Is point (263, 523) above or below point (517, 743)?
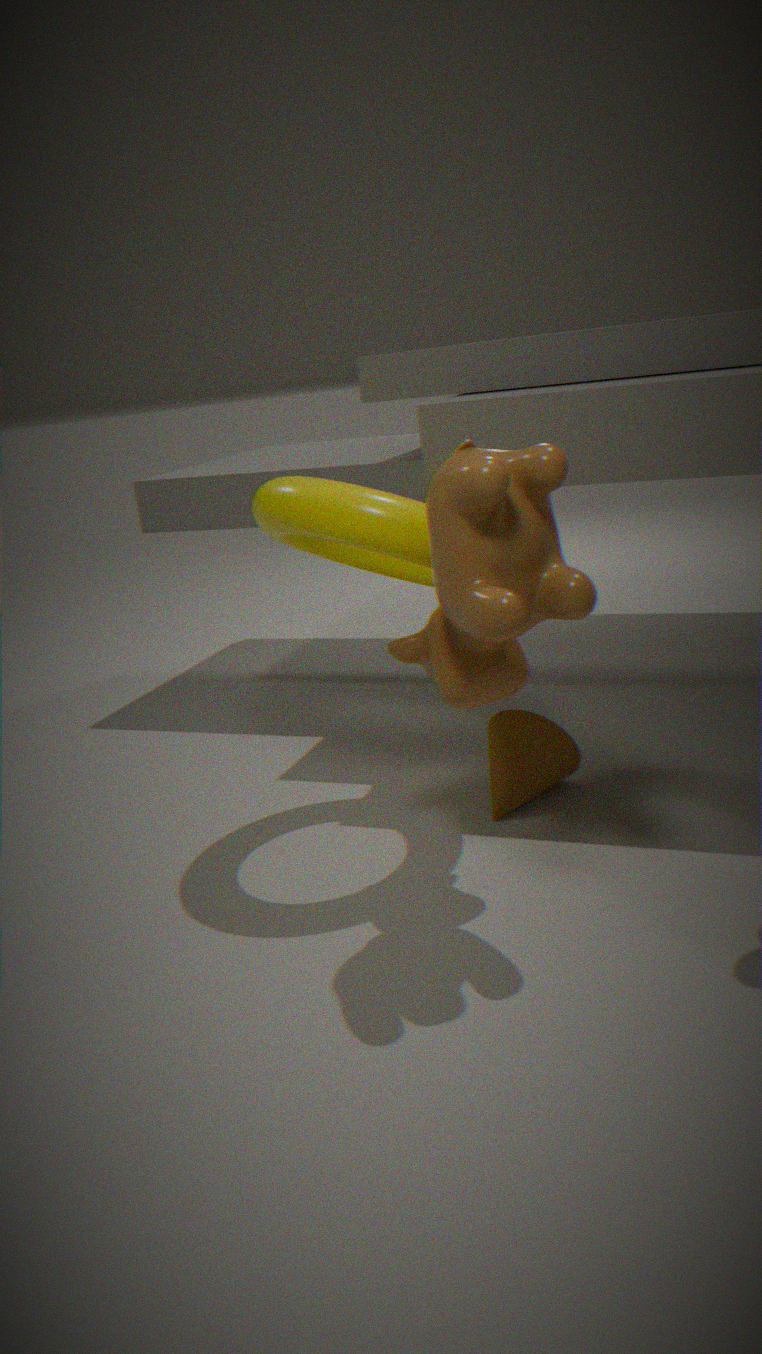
above
